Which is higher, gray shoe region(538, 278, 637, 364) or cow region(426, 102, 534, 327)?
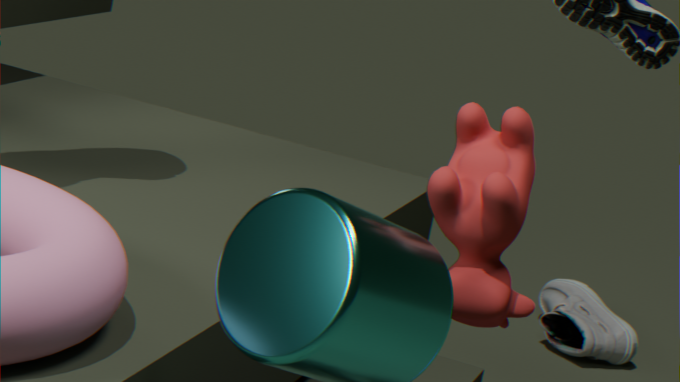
cow region(426, 102, 534, 327)
